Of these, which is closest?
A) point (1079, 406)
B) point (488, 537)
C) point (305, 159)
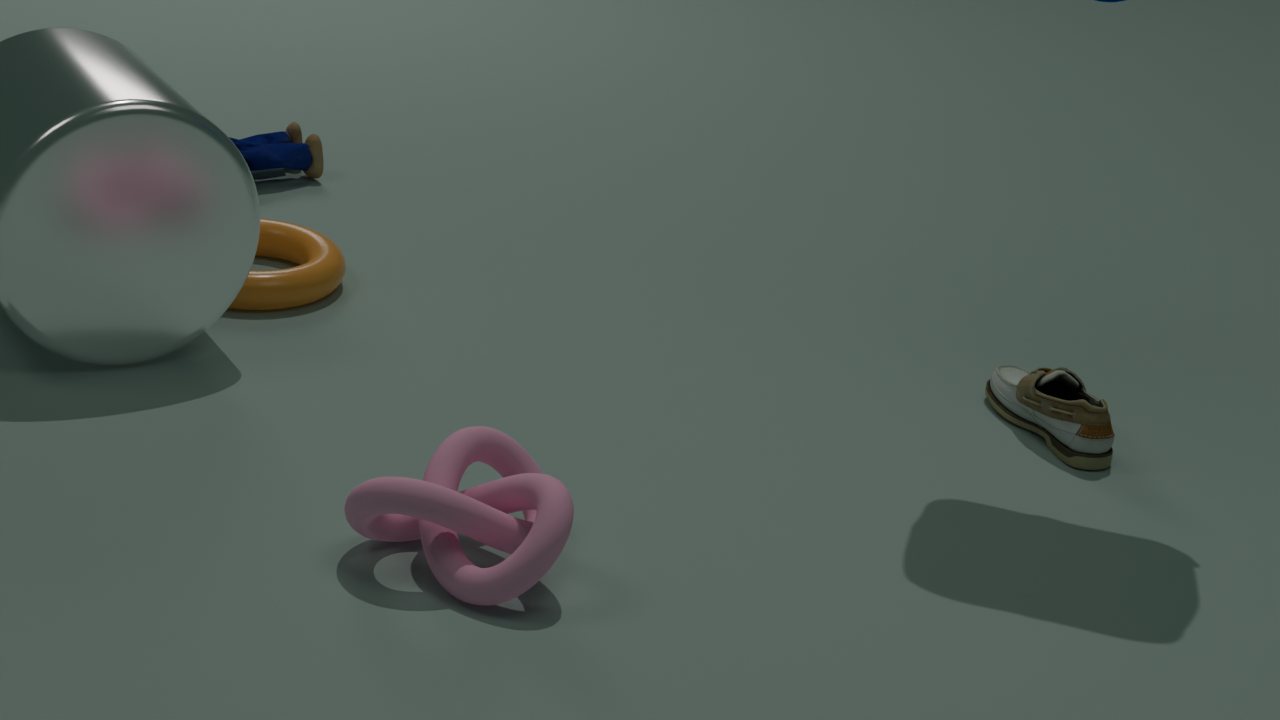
point (488, 537)
